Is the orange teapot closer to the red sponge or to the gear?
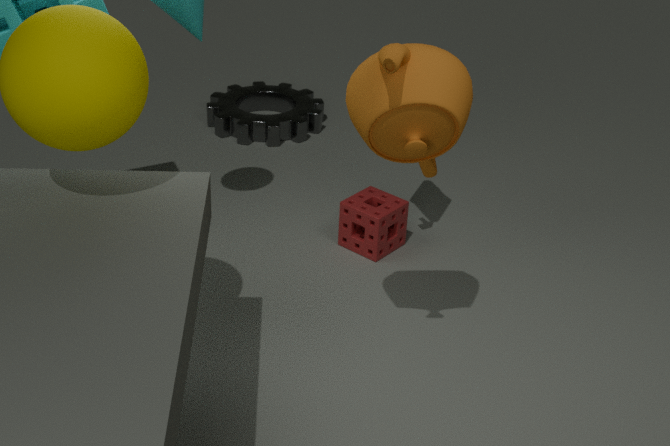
the red sponge
